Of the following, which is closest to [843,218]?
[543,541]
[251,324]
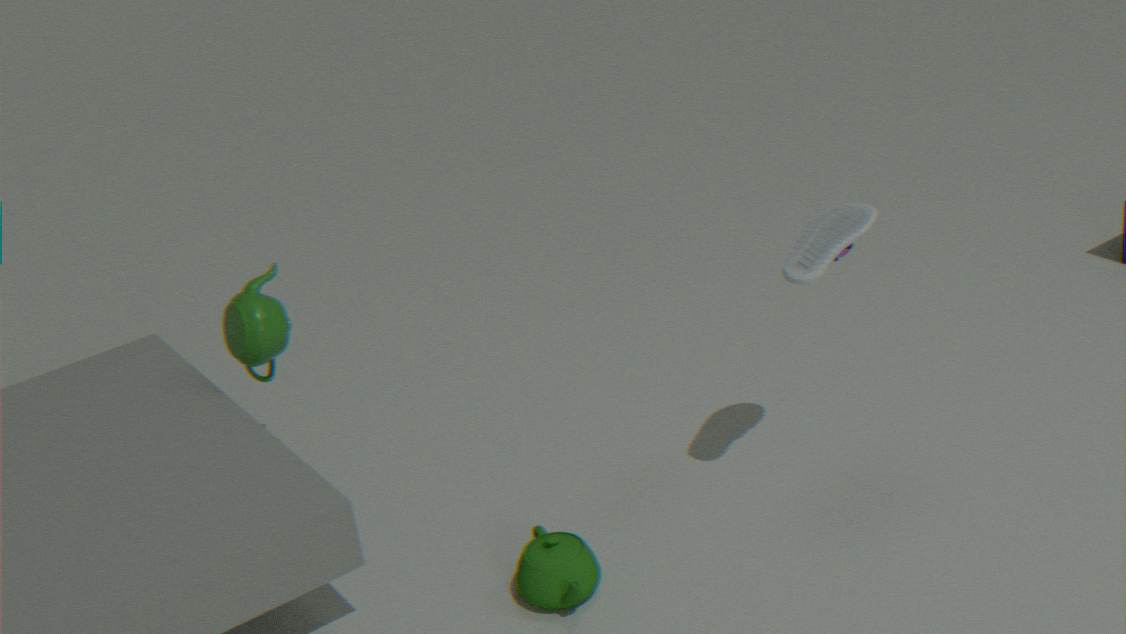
[543,541]
